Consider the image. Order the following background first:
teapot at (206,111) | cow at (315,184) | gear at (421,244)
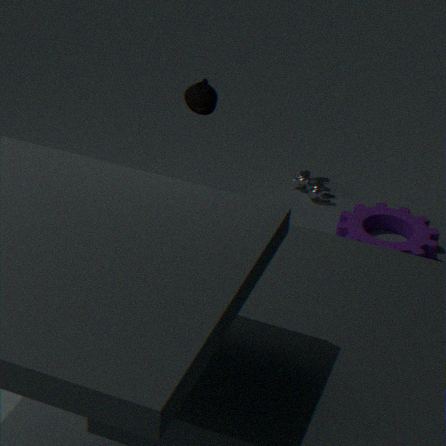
cow at (315,184) < gear at (421,244) < teapot at (206,111)
